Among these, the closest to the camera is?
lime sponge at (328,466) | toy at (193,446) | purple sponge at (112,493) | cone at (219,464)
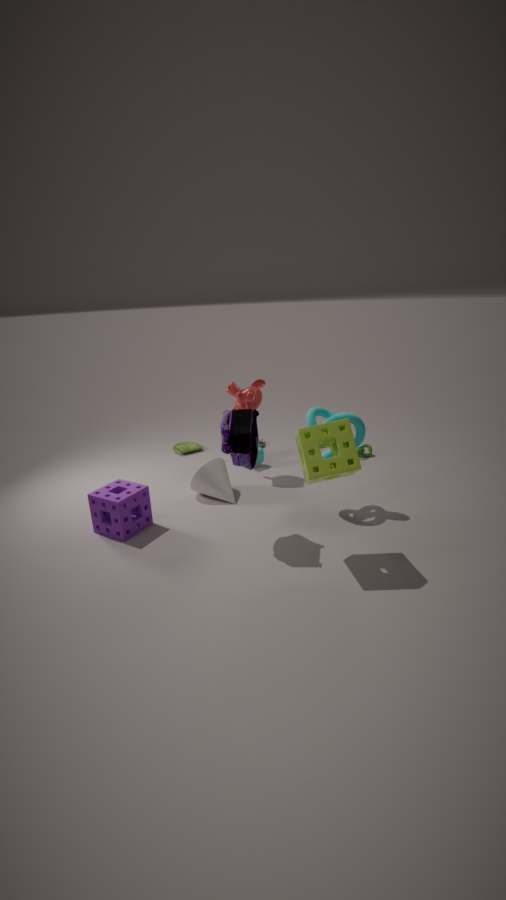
lime sponge at (328,466)
